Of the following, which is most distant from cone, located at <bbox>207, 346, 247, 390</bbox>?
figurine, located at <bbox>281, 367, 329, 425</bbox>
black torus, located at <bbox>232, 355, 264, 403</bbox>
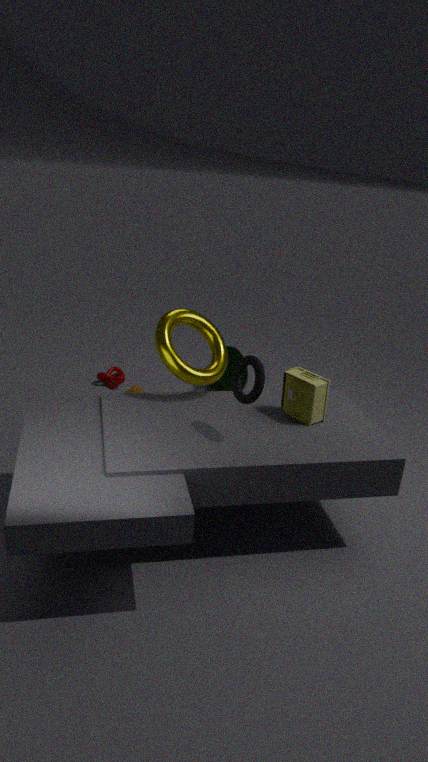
black torus, located at <bbox>232, 355, 264, 403</bbox>
